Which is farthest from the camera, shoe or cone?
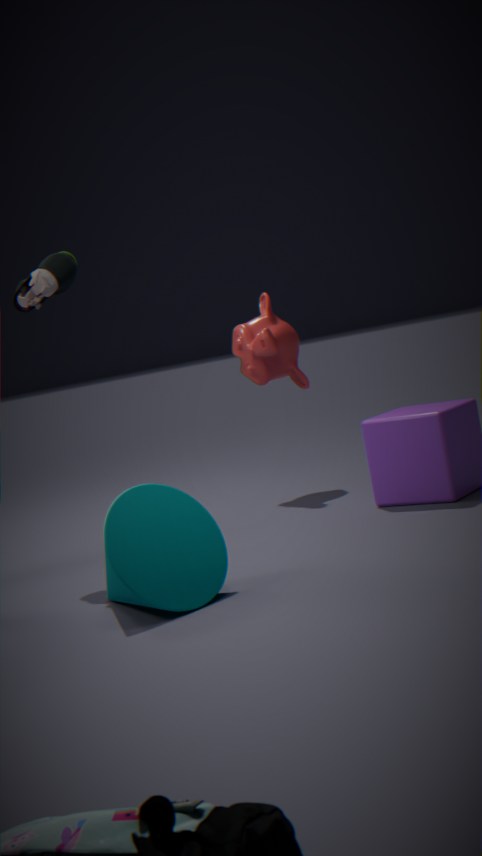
shoe
